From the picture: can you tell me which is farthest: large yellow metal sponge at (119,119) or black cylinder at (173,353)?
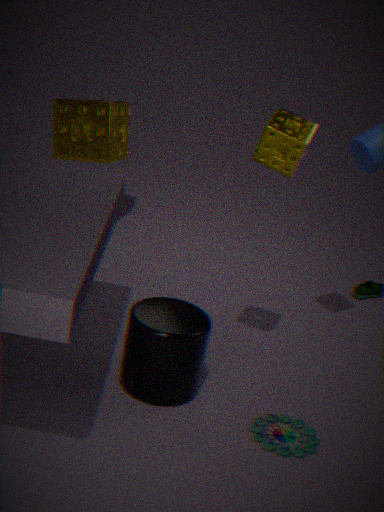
large yellow metal sponge at (119,119)
